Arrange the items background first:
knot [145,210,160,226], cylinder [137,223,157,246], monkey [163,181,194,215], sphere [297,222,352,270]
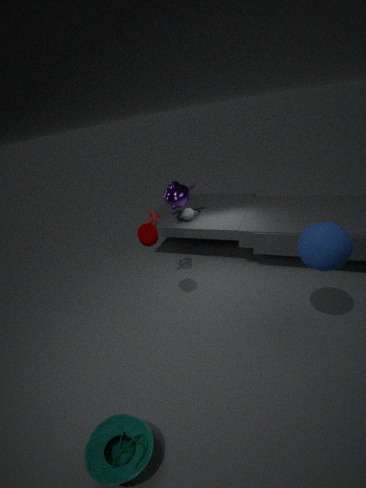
monkey [163,181,194,215] < knot [145,210,160,226] < cylinder [137,223,157,246] < sphere [297,222,352,270]
